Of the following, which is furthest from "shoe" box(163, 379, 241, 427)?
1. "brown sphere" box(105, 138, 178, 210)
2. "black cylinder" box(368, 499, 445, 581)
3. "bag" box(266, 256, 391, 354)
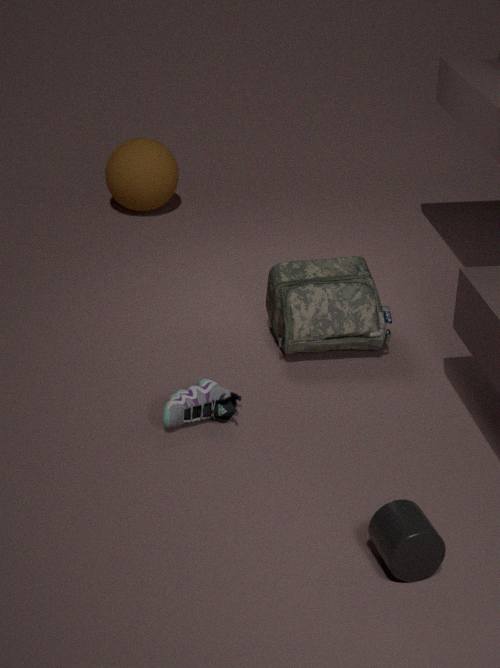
"brown sphere" box(105, 138, 178, 210)
